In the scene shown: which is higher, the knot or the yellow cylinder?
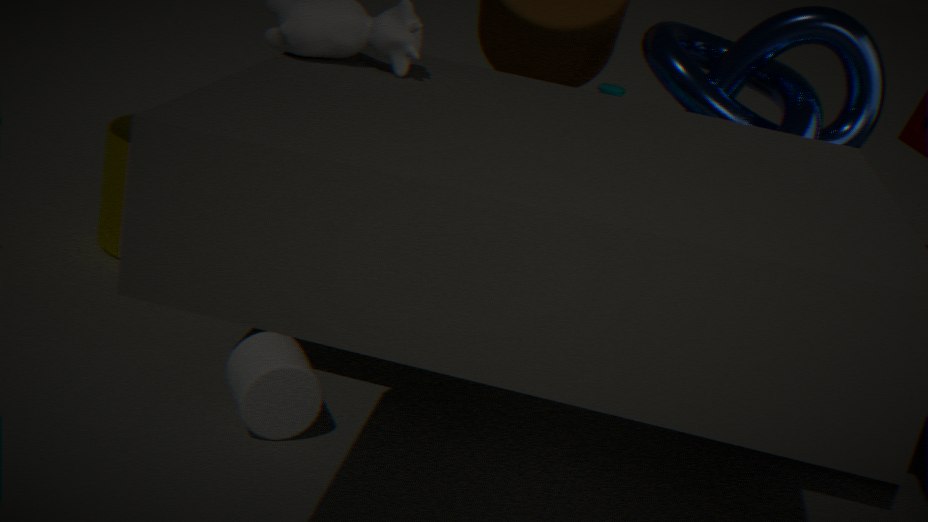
the knot
